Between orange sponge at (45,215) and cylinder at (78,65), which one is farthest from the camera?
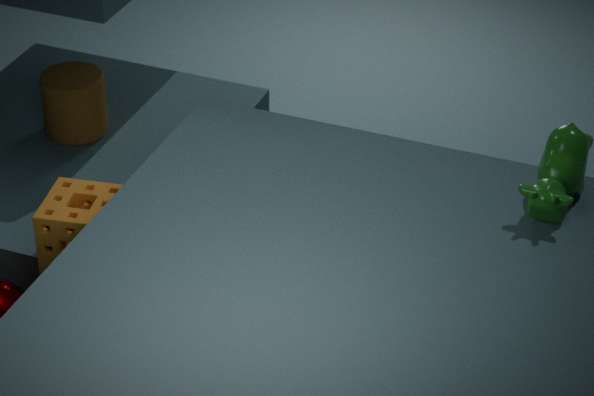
cylinder at (78,65)
